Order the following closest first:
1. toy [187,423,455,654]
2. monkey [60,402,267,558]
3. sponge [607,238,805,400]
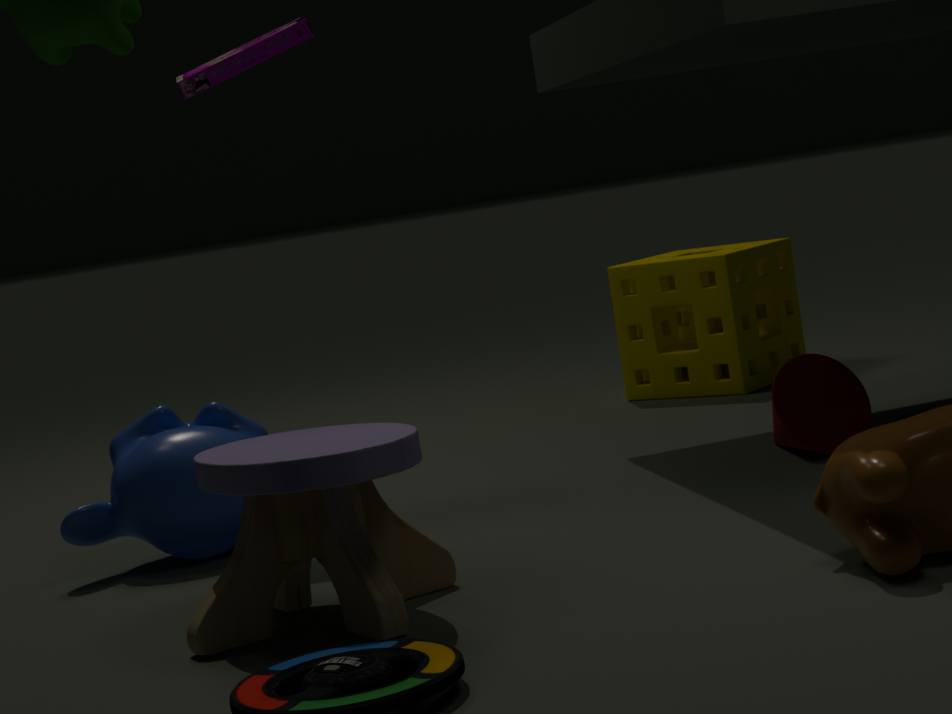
toy [187,423,455,654] → monkey [60,402,267,558] → sponge [607,238,805,400]
